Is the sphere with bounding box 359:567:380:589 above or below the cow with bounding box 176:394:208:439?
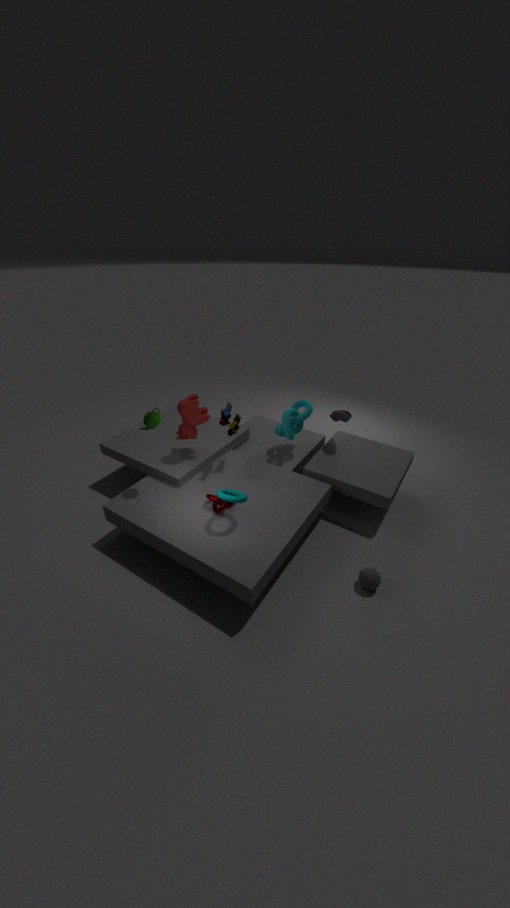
below
